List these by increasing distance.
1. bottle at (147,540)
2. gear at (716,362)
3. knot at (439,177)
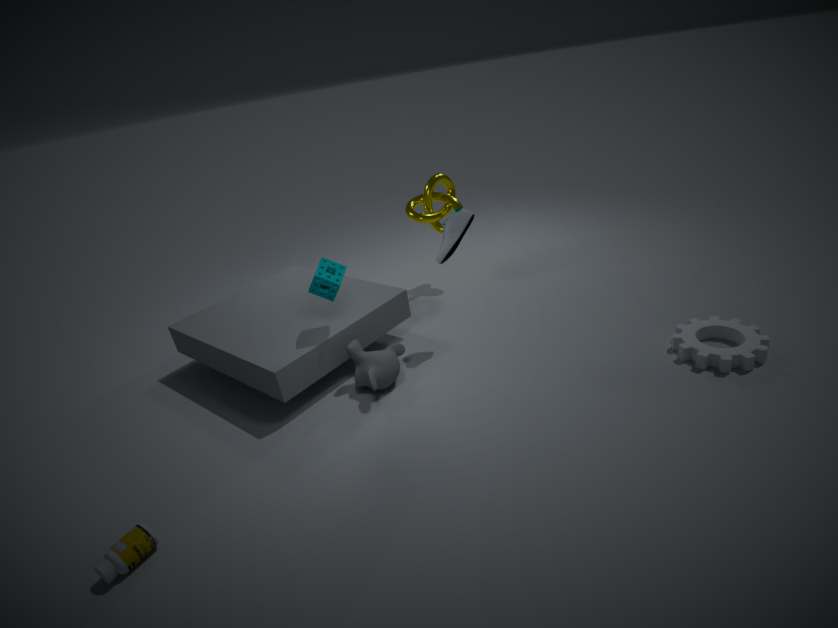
bottle at (147,540) < gear at (716,362) < knot at (439,177)
